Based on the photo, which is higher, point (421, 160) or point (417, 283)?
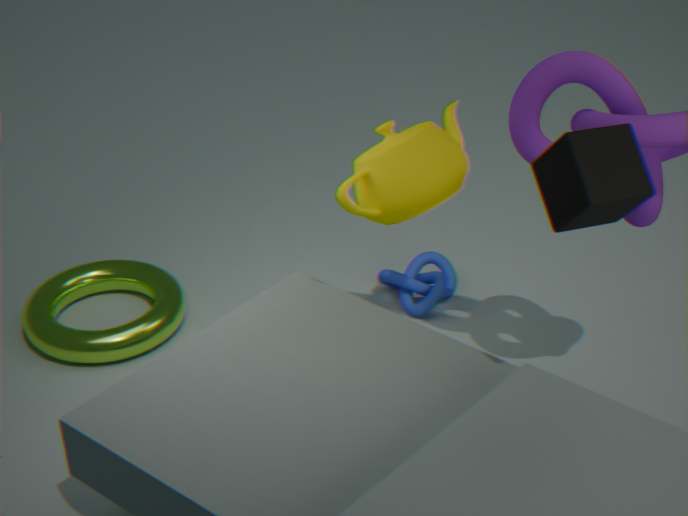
point (421, 160)
